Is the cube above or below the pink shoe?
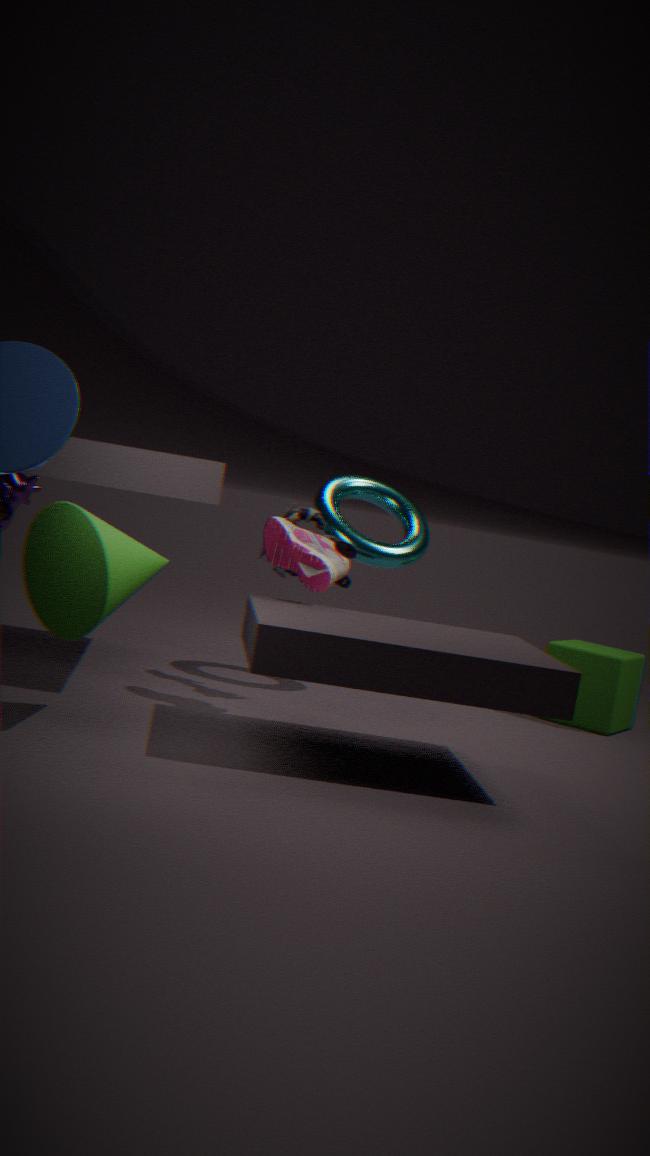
below
